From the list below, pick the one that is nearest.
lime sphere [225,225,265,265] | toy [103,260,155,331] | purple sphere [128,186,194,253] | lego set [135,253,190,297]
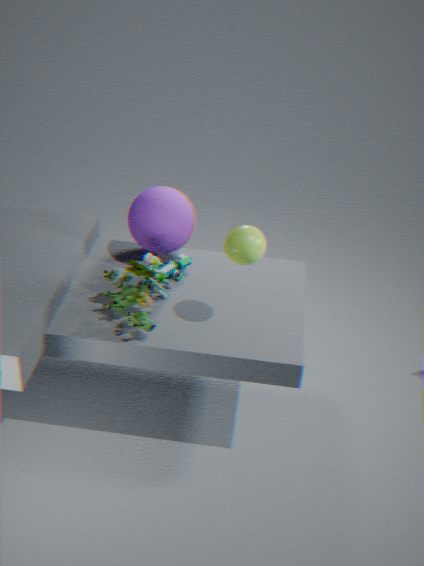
lime sphere [225,225,265,265]
